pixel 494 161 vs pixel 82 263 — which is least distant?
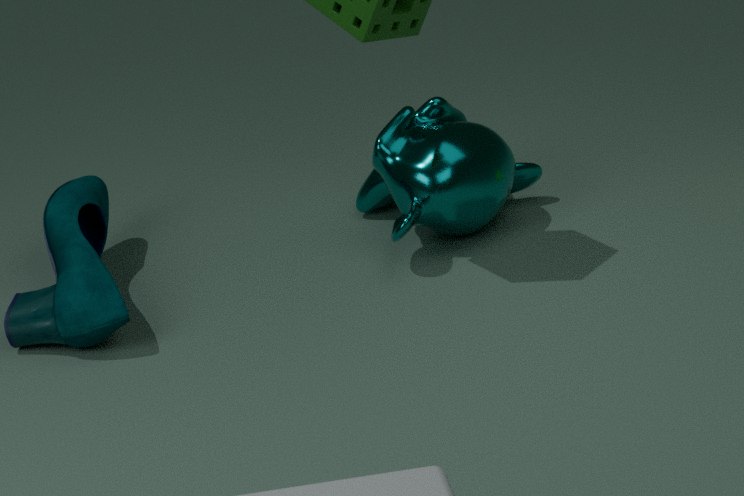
pixel 82 263
